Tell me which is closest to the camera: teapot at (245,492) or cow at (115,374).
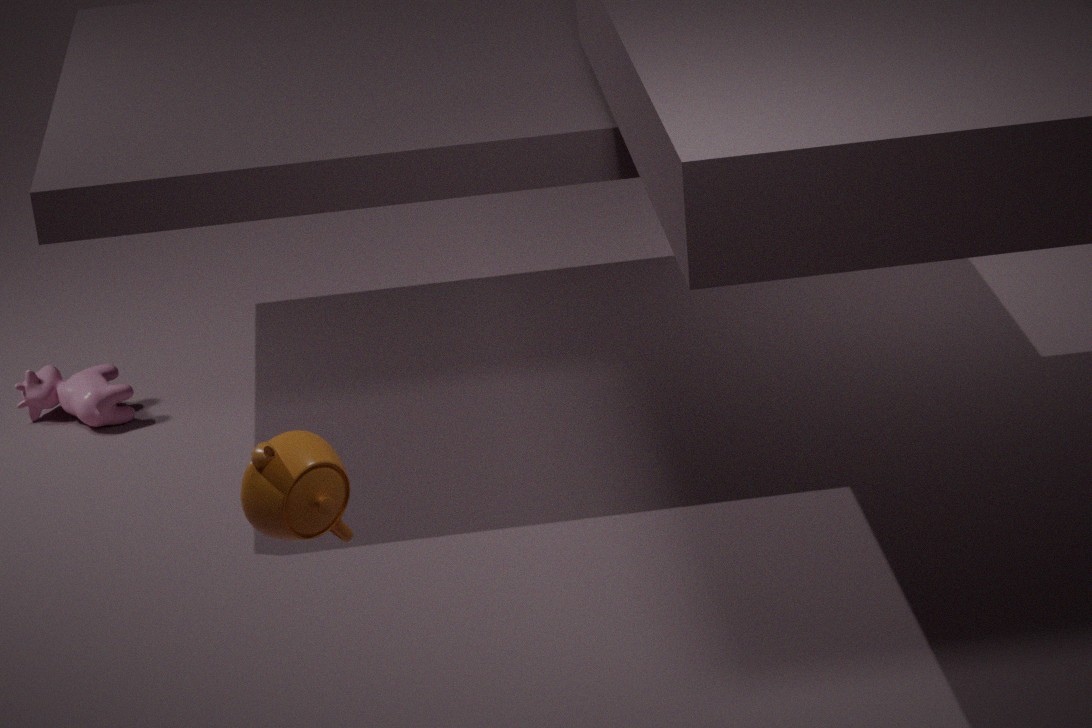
teapot at (245,492)
